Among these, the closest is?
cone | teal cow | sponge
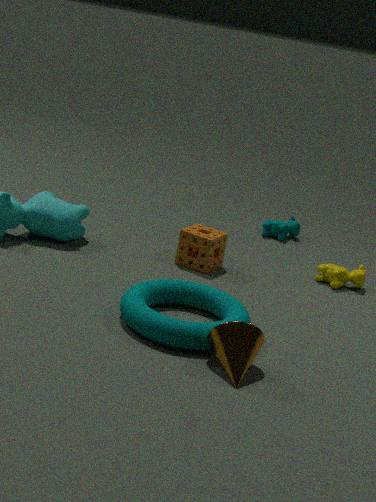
cone
